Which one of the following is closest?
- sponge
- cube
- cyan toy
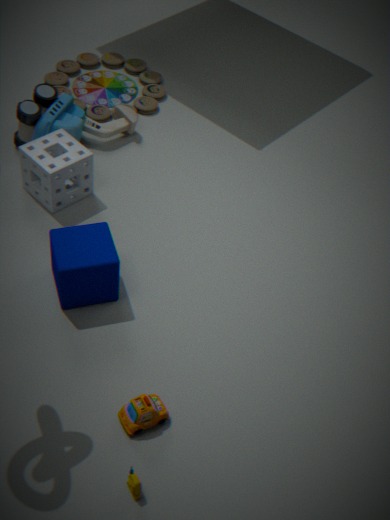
cube
